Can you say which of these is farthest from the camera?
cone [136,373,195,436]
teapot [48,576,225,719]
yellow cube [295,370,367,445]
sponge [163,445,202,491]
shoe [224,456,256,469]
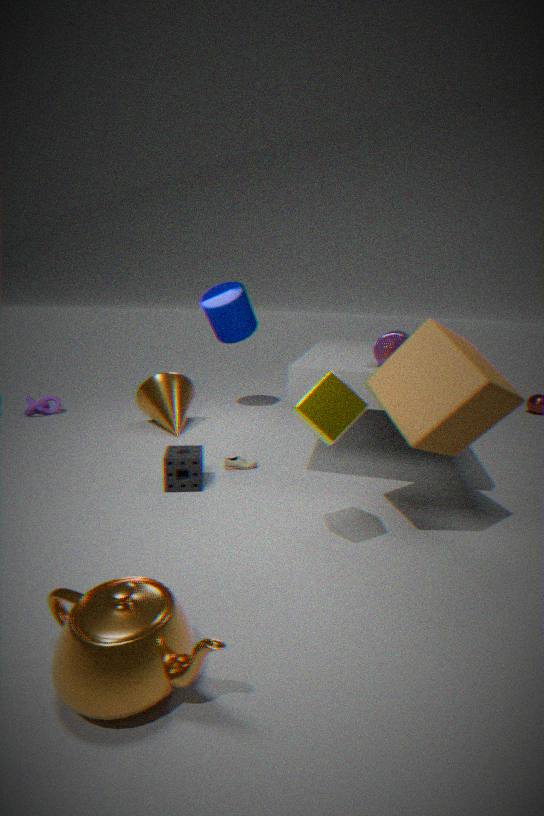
cone [136,373,195,436]
